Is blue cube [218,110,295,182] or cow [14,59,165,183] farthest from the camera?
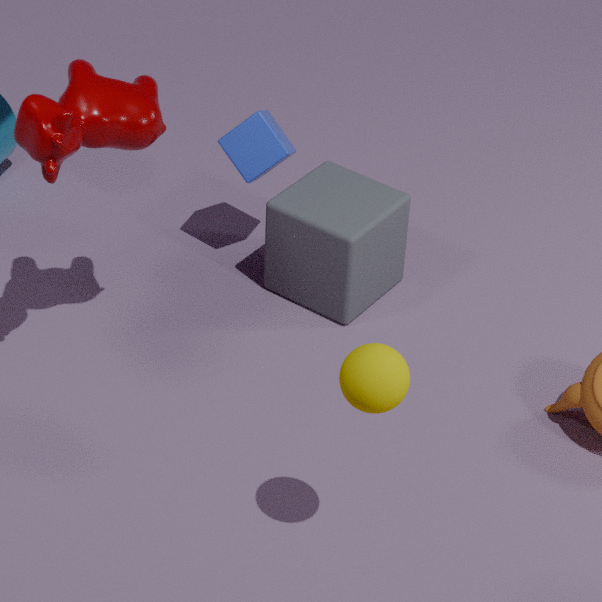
blue cube [218,110,295,182]
